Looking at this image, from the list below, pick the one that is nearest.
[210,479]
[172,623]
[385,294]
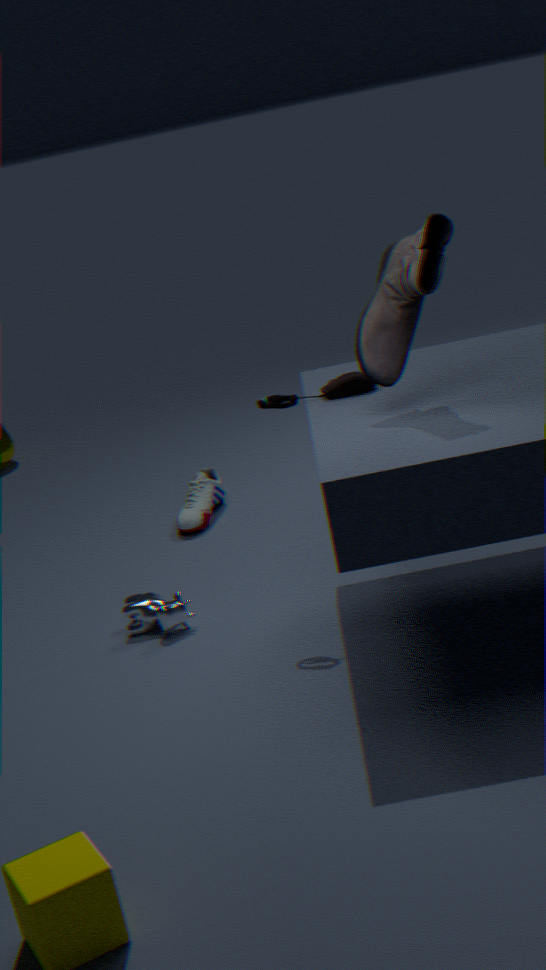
[385,294]
